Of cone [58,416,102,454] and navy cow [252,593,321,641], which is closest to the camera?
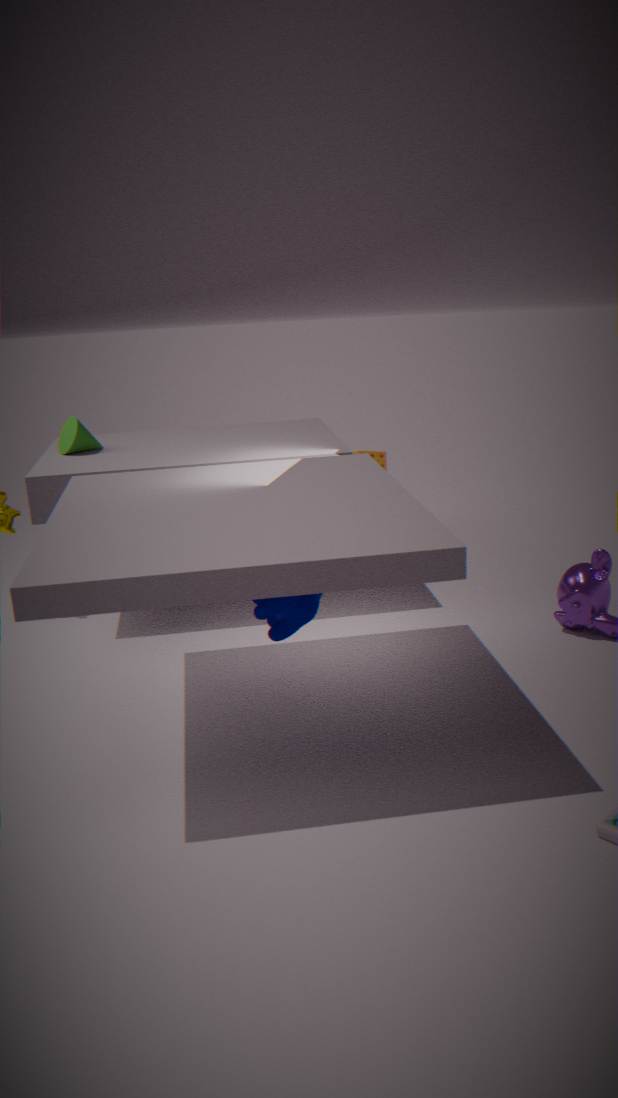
navy cow [252,593,321,641]
